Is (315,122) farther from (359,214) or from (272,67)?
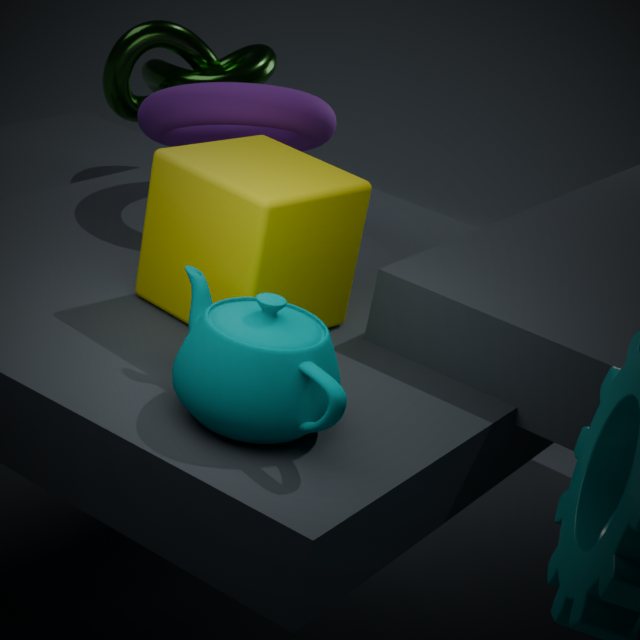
(359,214)
